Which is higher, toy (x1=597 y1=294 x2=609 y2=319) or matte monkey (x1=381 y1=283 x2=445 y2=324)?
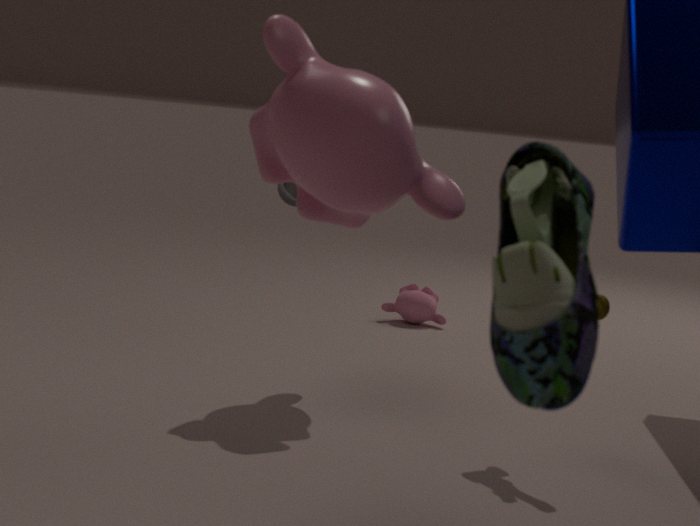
toy (x1=597 y1=294 x2=609 y2=319)
